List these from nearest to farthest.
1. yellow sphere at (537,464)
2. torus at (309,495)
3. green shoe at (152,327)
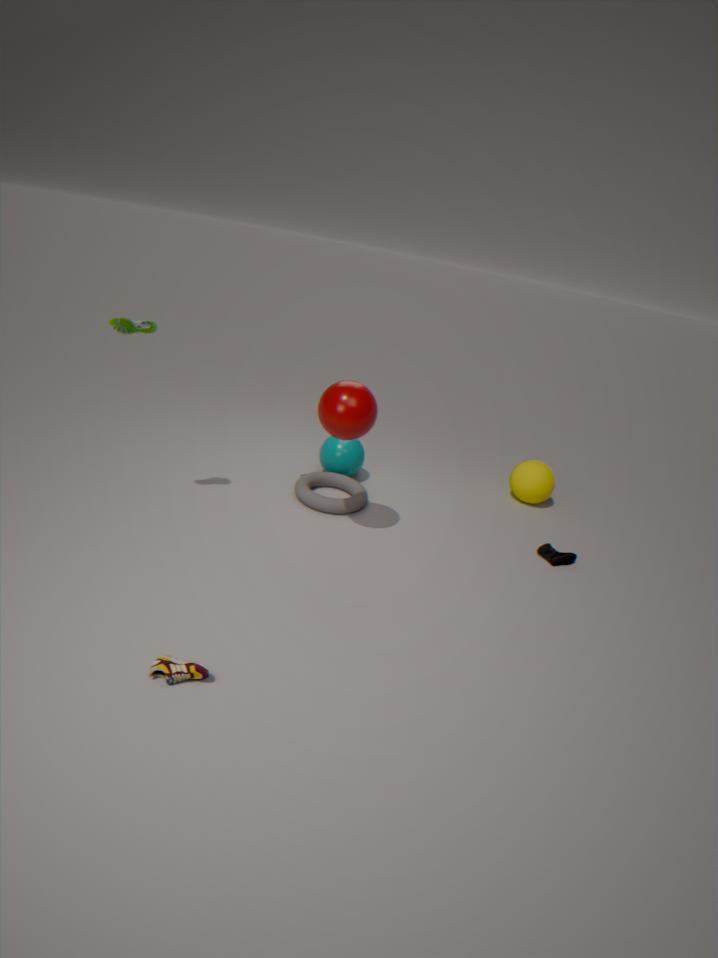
green shoe at (152,327) → torus at (309,495) → yellow sphere at (537,464)
